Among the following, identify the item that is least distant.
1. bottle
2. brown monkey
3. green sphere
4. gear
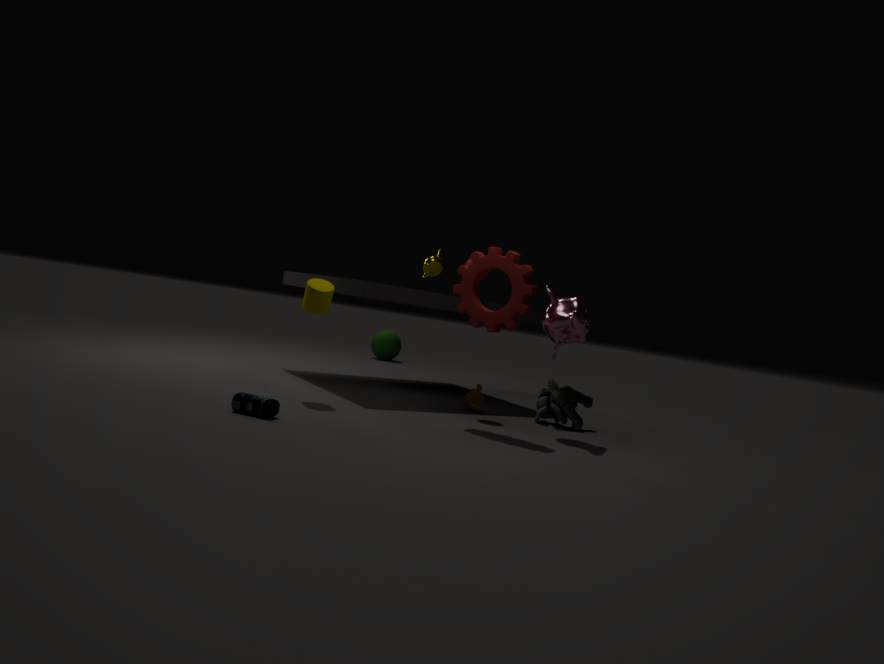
bottle
